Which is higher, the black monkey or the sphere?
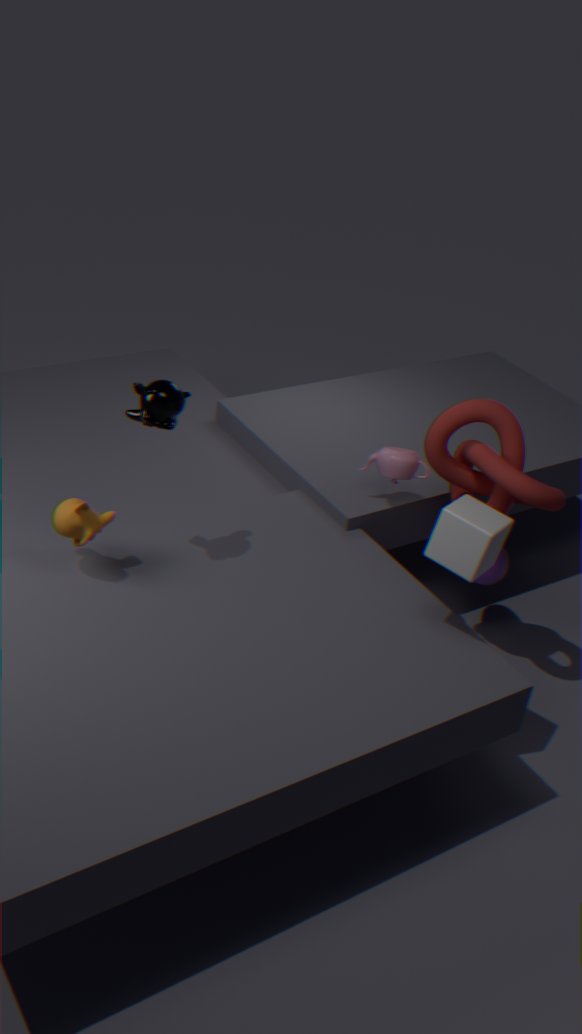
the black monkey
